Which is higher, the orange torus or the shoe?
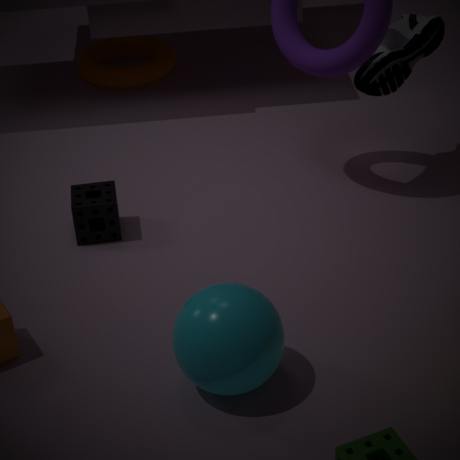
the shoe
